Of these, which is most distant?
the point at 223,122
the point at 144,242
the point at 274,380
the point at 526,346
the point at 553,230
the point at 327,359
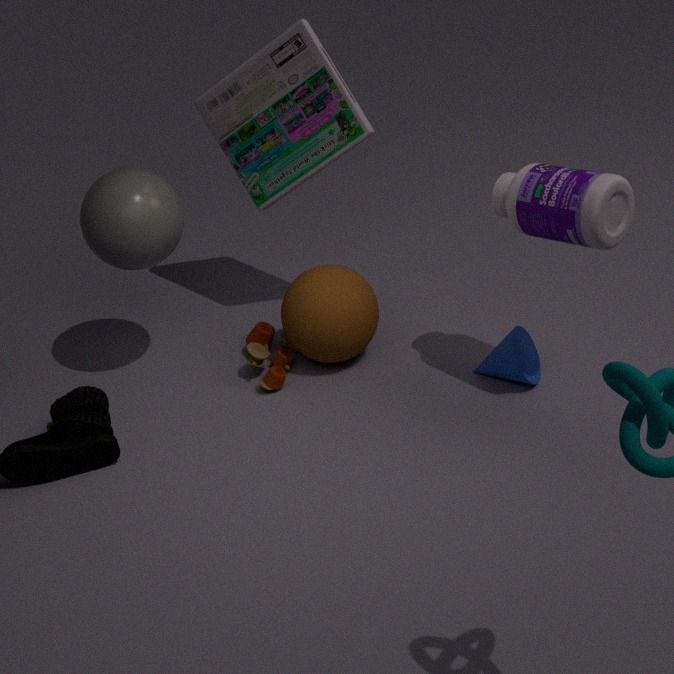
the point at 223,122
